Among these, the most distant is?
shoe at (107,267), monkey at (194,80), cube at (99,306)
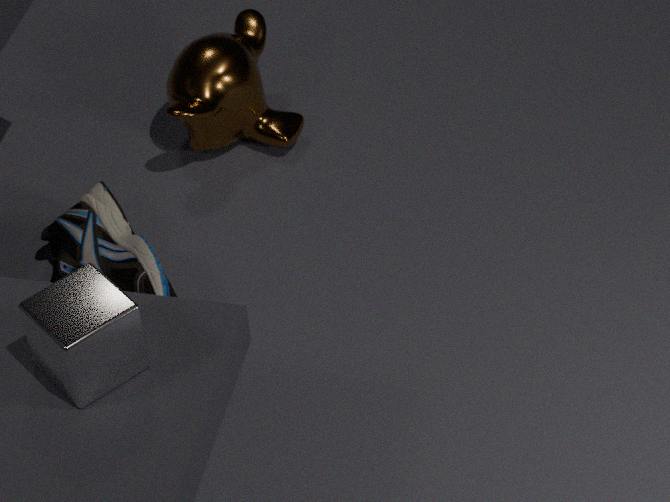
monkey at (194,80)
